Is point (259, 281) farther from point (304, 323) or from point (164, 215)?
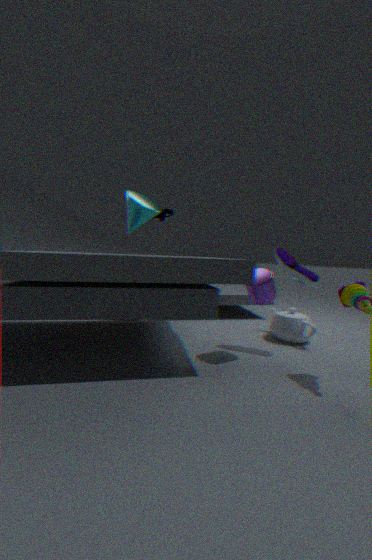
point (164, 215)
